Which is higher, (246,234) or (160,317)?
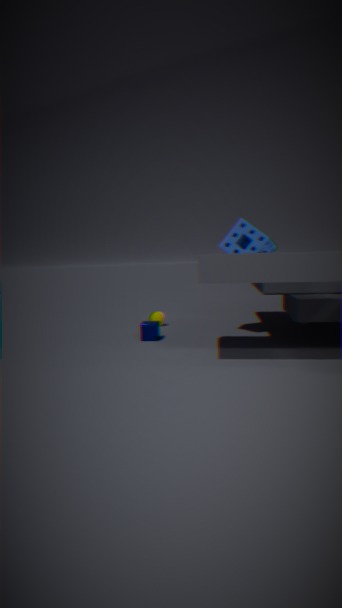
(246,234)
